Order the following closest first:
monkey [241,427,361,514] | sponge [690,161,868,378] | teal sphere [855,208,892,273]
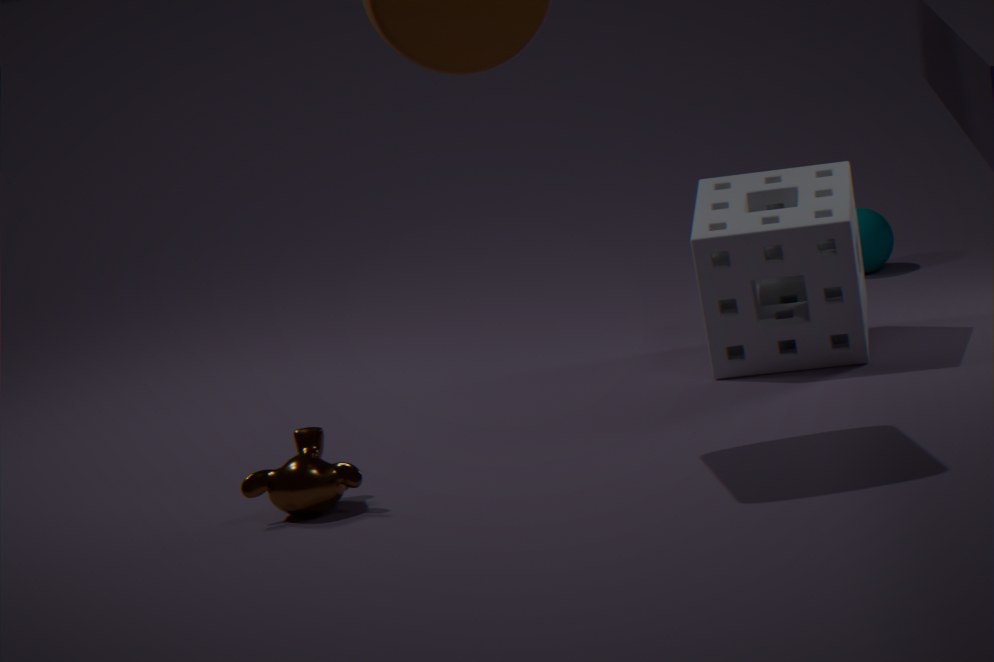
monkey [241,427,361,514] < sponge [690,161,868,378] < teal sphere [855,208,892,273]
